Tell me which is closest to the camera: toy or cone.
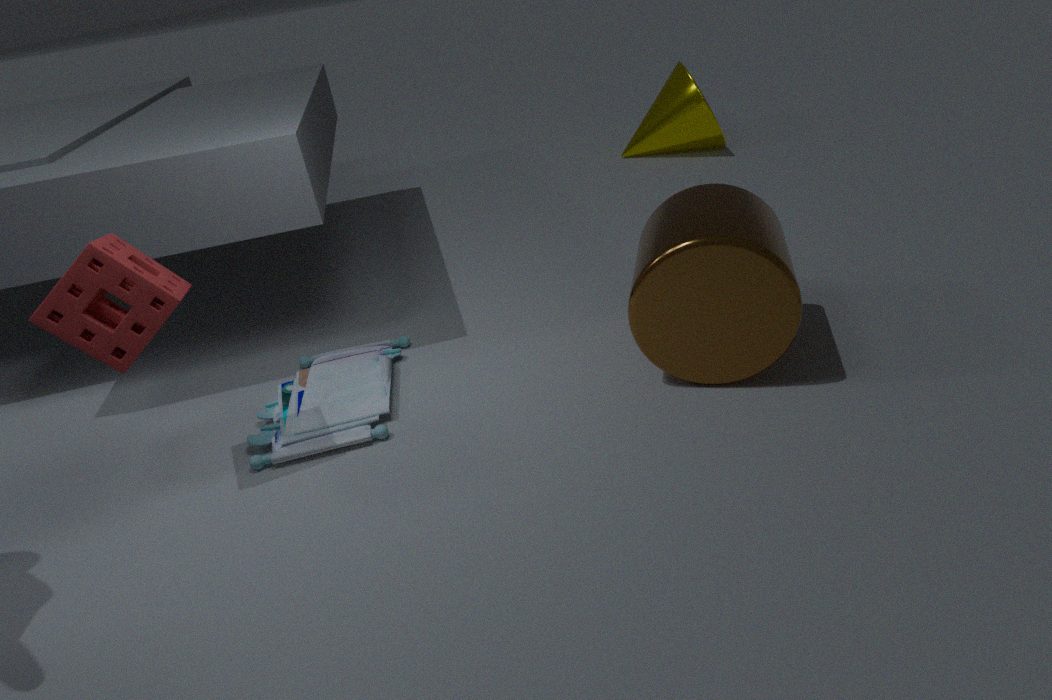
toy
